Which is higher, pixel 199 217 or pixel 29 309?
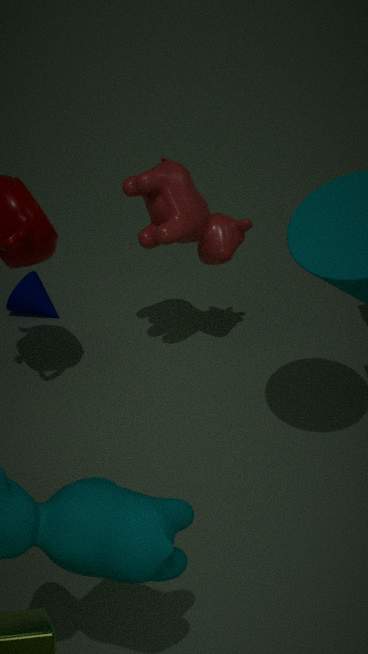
pixel 199 217
